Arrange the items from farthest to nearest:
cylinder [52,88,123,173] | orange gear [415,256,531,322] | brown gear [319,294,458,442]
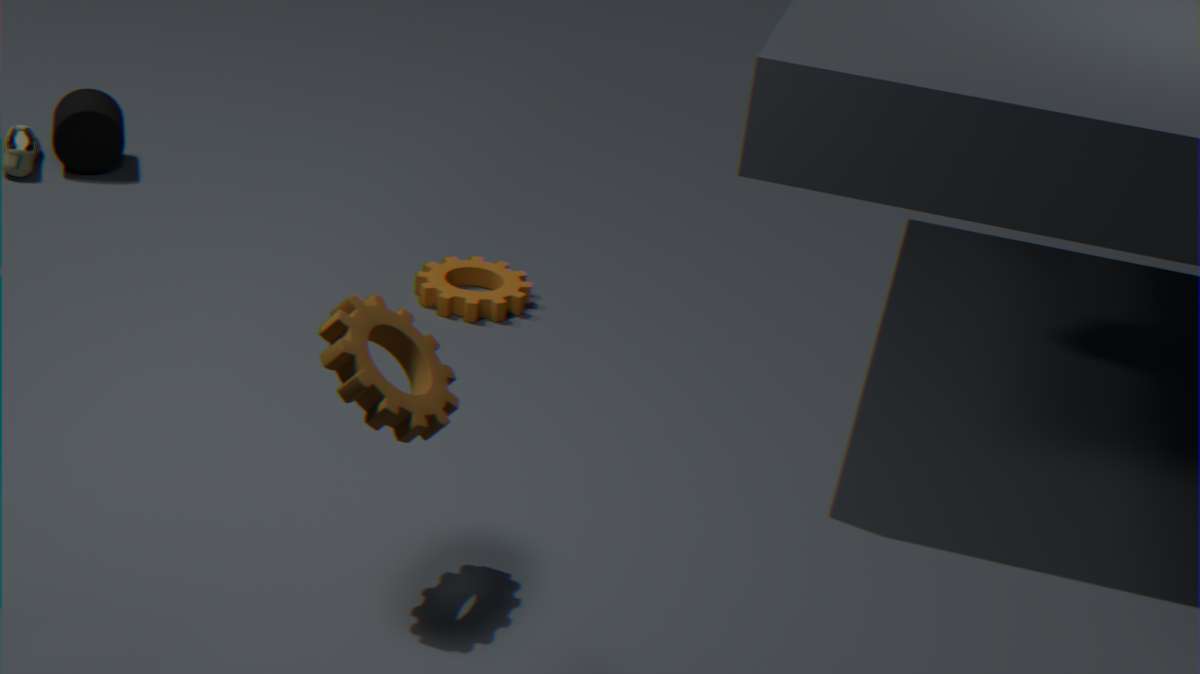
1. cylinder [52,88,123,173]
2. orange gear [415,256,531,322]
3. brown gear [319,294,458,442]
